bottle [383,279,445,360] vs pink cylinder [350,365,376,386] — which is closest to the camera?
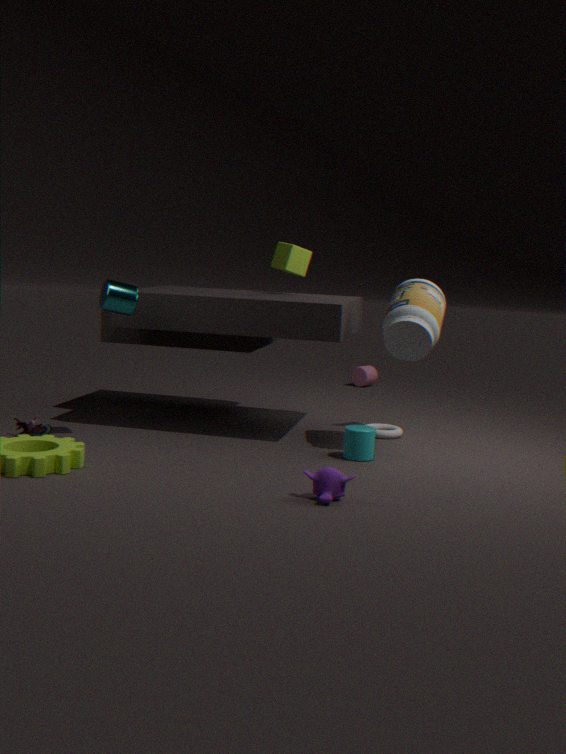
bottle [383,279,445,360]
